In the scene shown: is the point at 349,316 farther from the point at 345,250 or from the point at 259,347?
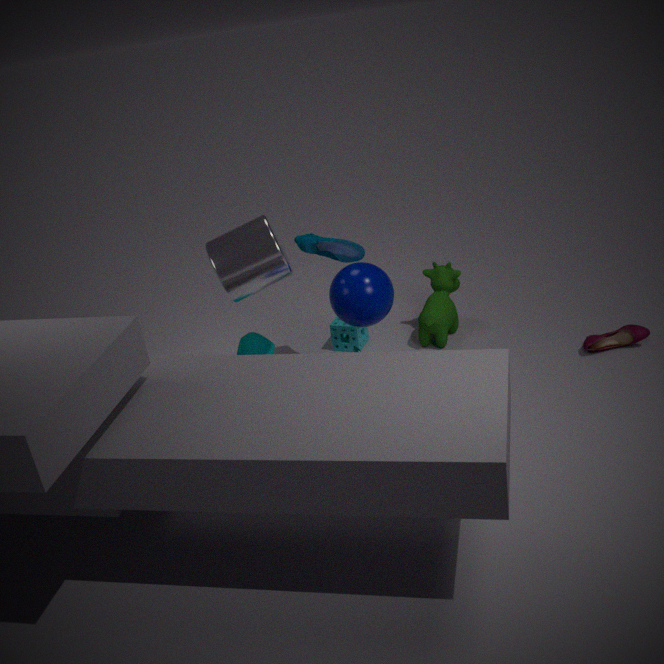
the point at 259,347
